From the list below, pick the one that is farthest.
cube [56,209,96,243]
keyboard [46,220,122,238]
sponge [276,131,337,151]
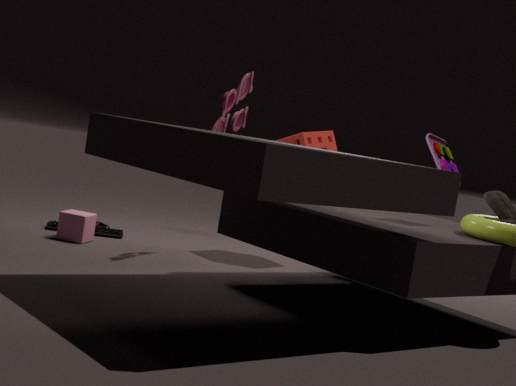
keyboard [46,220,122,238]
